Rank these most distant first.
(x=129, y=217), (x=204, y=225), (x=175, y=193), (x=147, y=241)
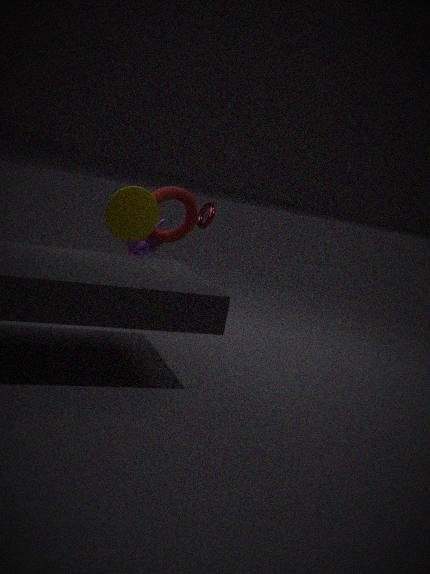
(x=204, y=225)
(x=147, y=241)
(x=175, y=193)
(x=129, y=217)
